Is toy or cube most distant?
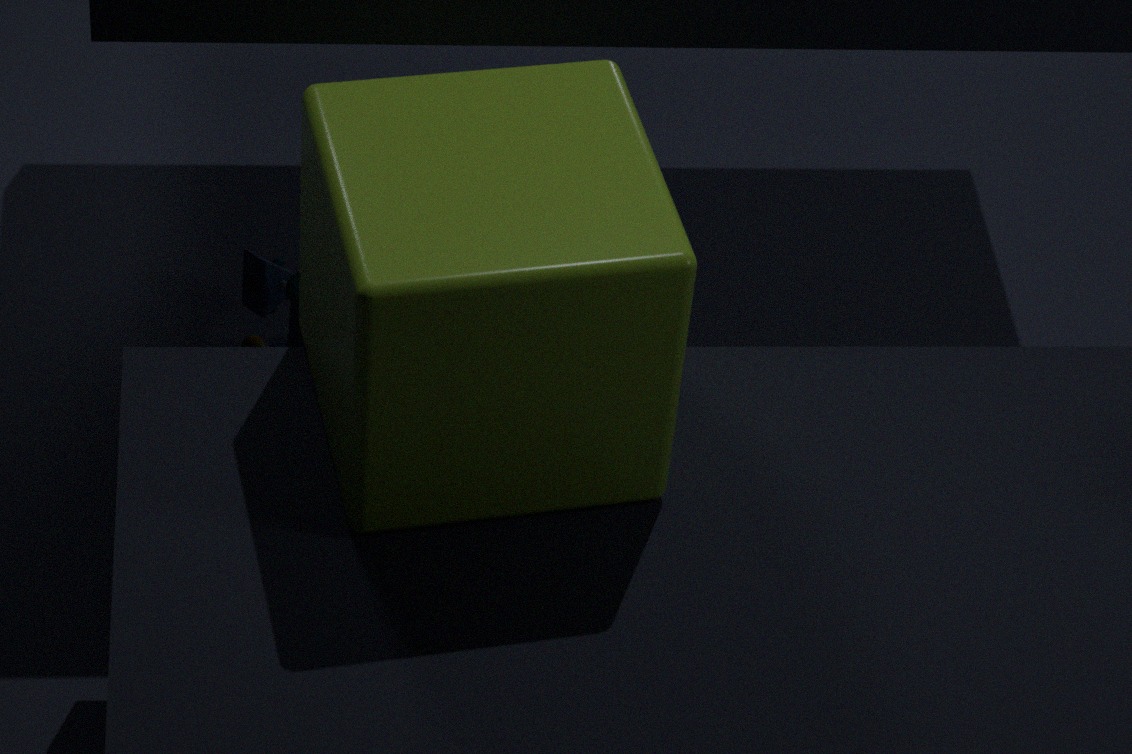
toy
